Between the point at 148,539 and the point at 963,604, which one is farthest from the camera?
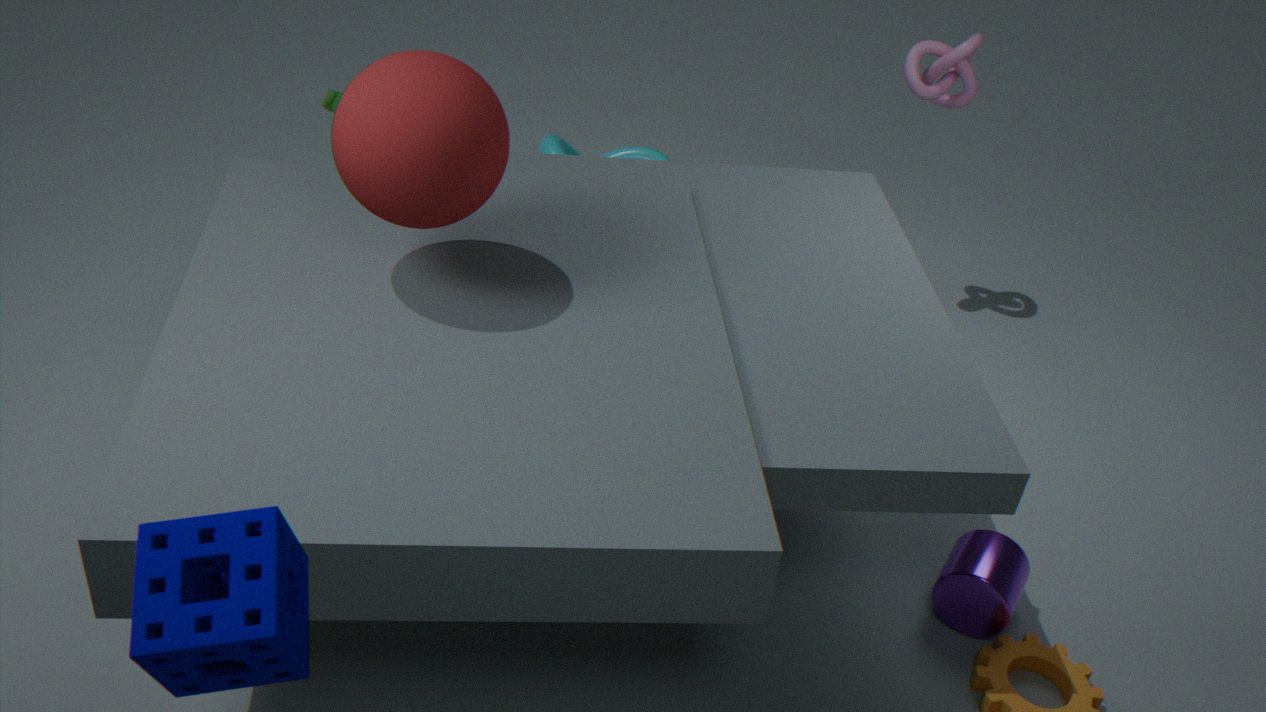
the point at 963,604
